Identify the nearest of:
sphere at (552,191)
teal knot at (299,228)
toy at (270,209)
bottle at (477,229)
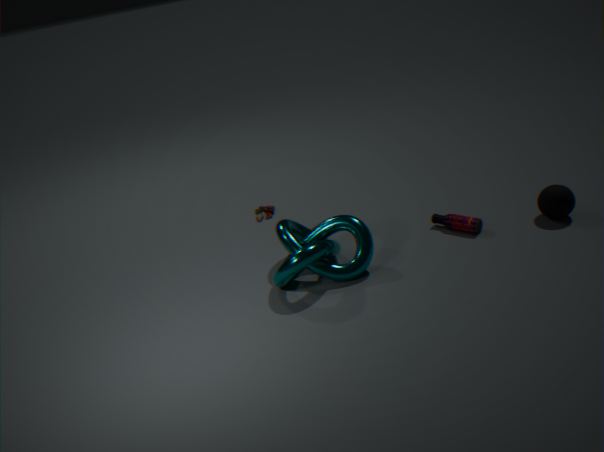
teal knot at (299,228)
